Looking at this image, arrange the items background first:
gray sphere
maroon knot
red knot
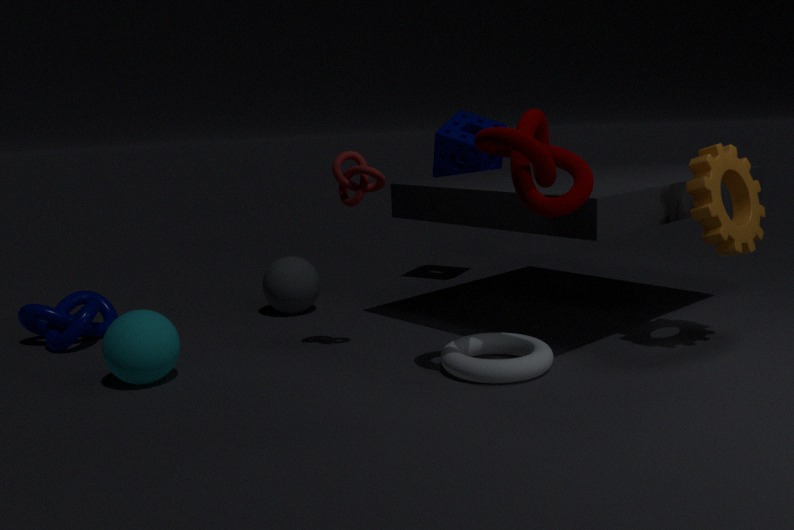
gray sphere < red knot < maroon knot
